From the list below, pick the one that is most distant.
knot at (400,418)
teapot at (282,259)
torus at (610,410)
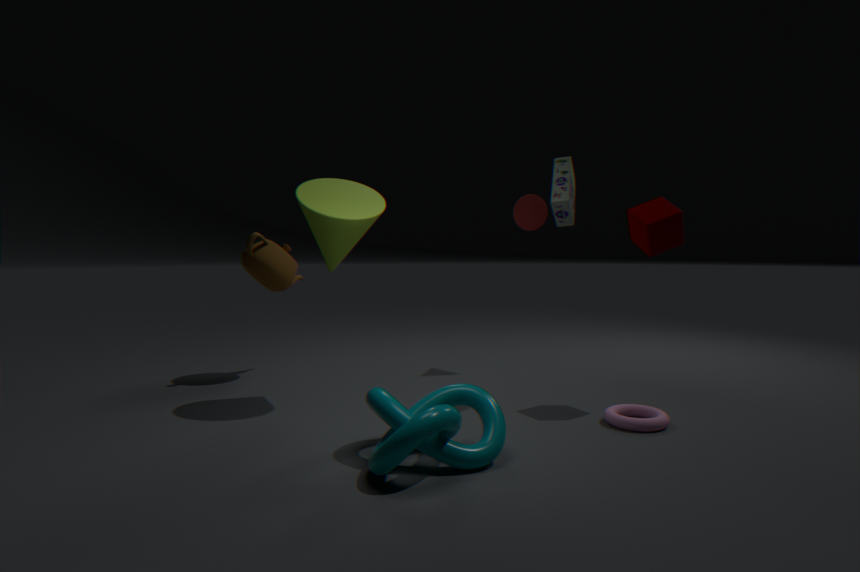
teapot at (282,259)
